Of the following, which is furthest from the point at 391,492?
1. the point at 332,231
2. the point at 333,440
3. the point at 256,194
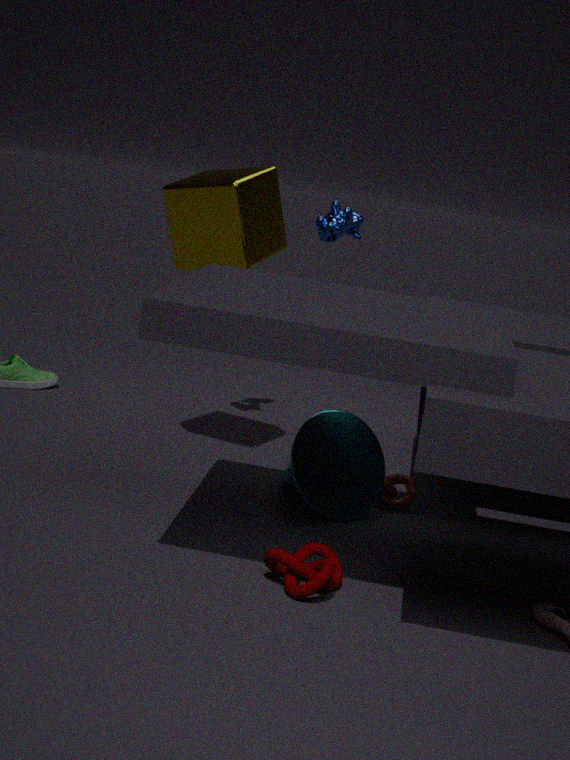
the point at 256,194
